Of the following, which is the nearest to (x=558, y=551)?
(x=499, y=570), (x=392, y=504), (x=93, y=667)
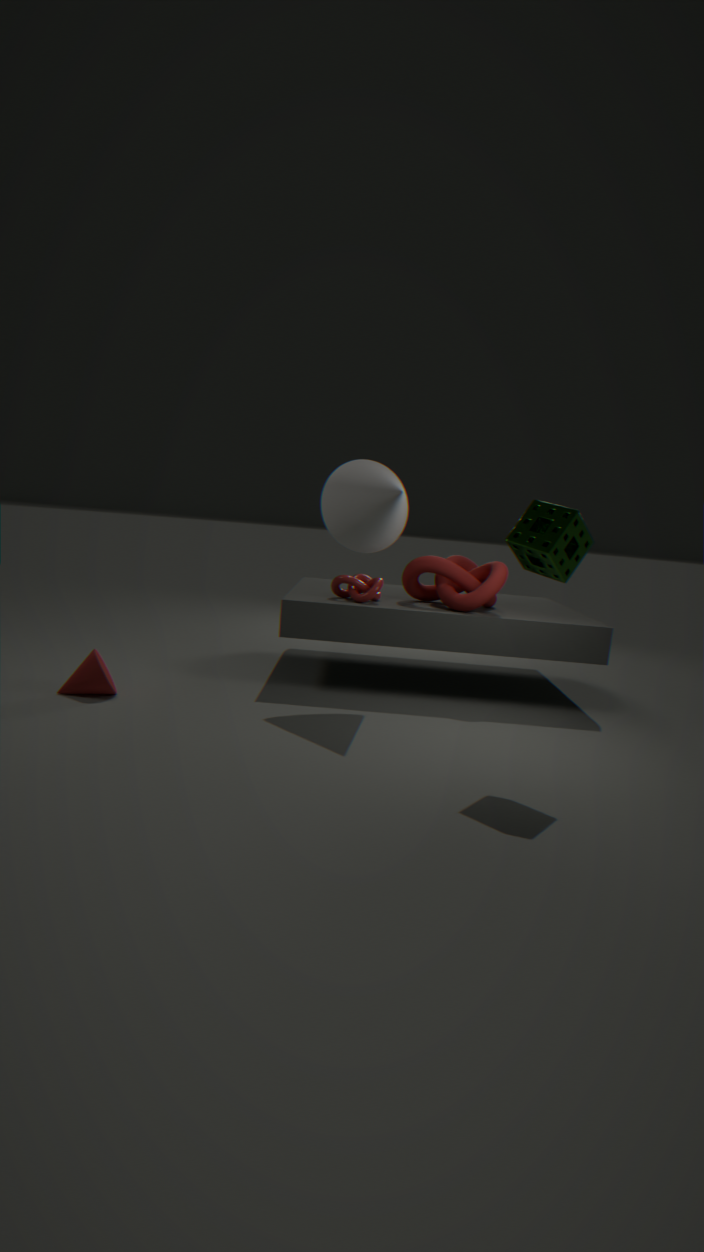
(x=392, y=504)
